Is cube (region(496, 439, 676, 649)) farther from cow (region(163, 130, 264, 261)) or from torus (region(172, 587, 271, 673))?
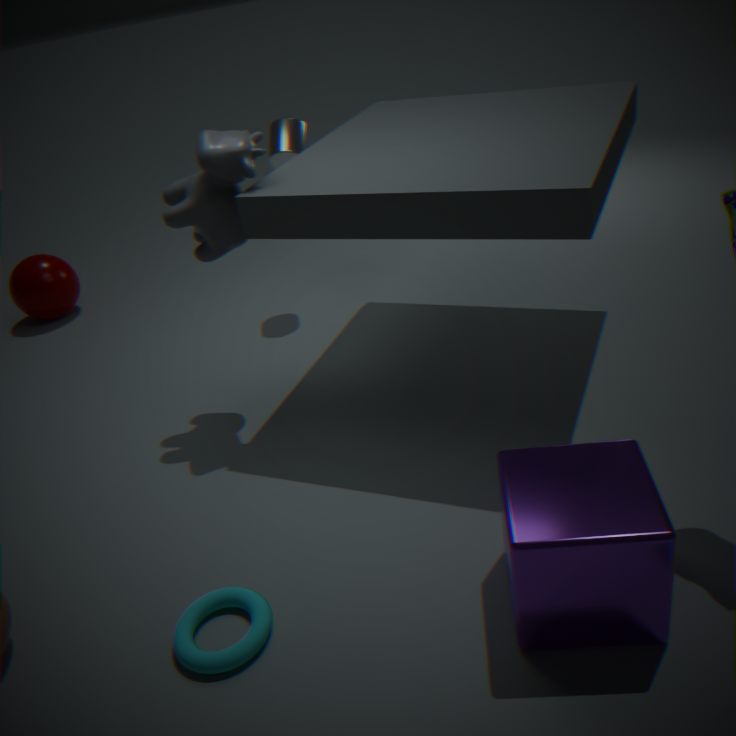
cow (region(163, 130, 264, 261))
